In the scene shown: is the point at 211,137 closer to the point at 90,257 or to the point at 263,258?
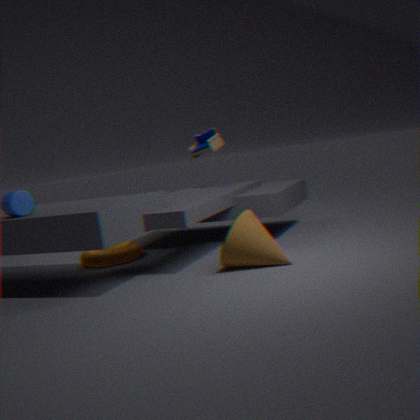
the point at 90,257
